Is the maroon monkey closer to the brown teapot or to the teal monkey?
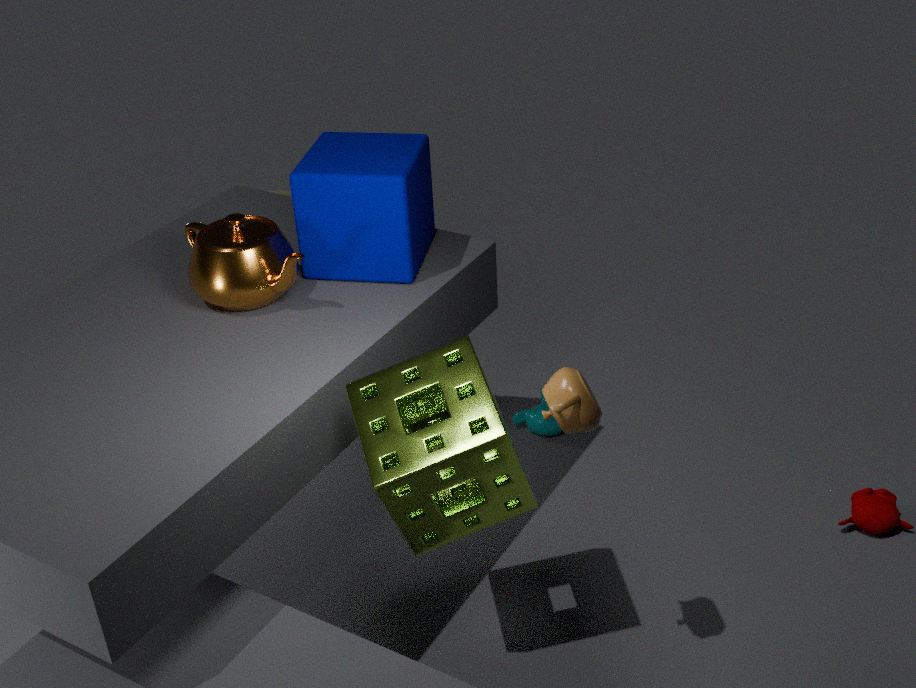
the teal monkey
